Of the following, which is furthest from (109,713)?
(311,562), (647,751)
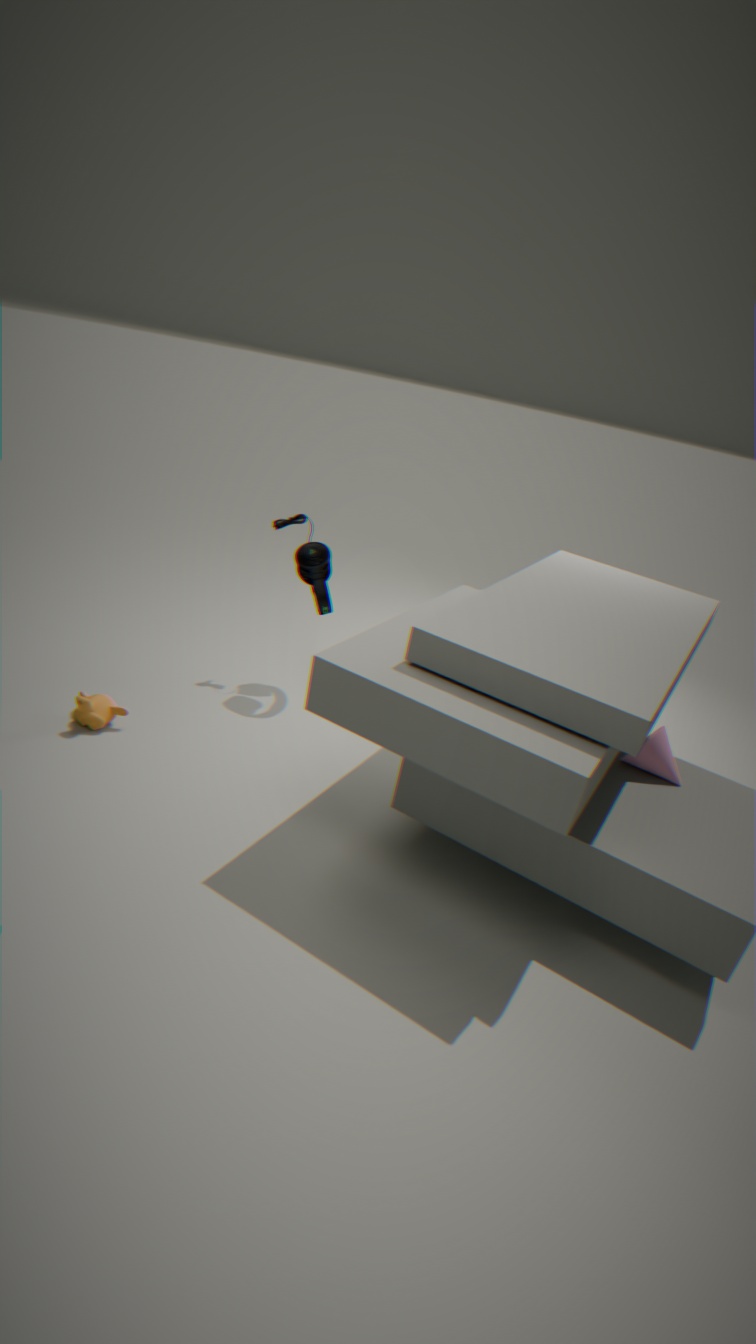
(647,751)
